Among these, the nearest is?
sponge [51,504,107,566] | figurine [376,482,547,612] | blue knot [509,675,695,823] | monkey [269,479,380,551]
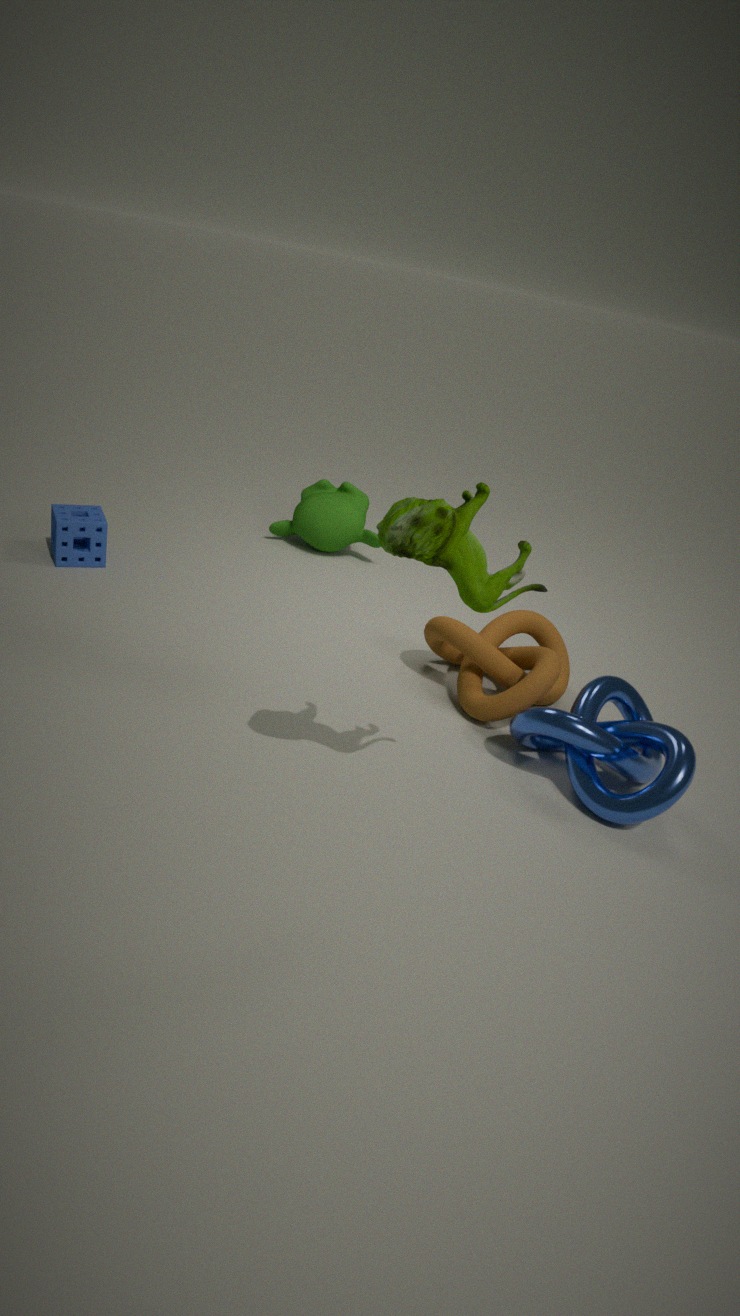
figurine [376,482,547,612]
